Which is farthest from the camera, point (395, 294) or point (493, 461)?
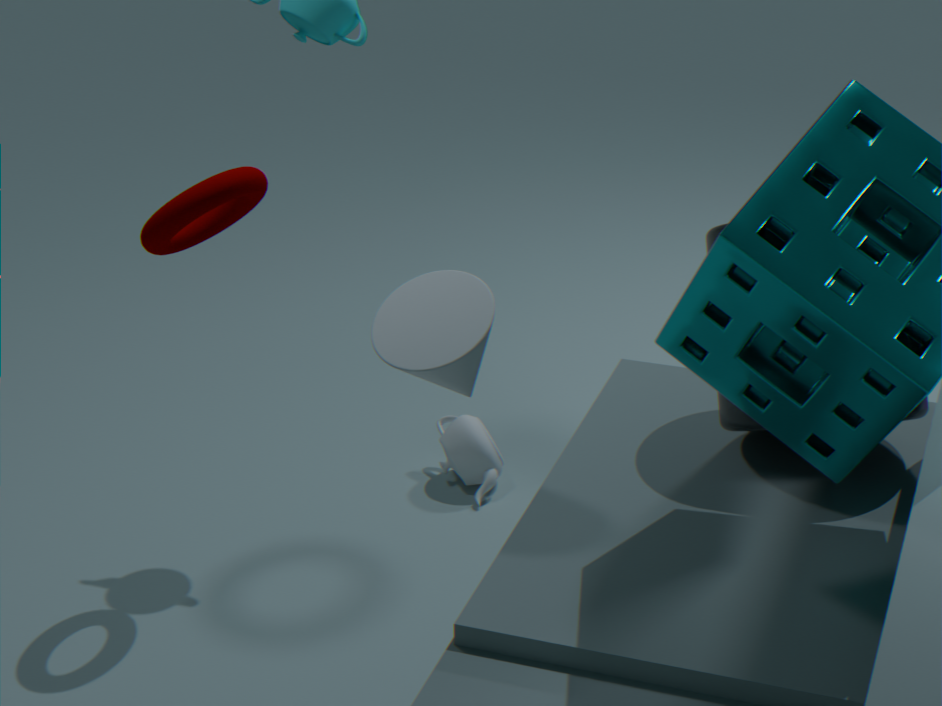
point (493, 461)
